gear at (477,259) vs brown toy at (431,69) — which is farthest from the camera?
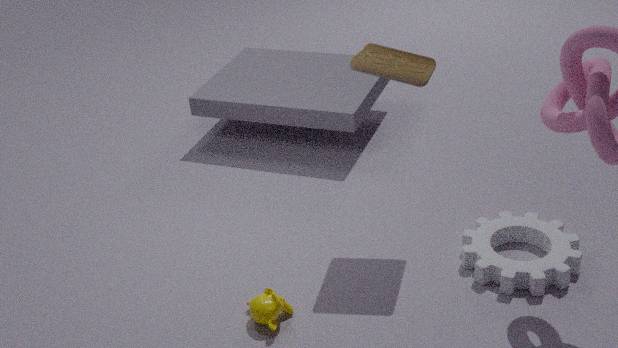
gear at (477,259)
